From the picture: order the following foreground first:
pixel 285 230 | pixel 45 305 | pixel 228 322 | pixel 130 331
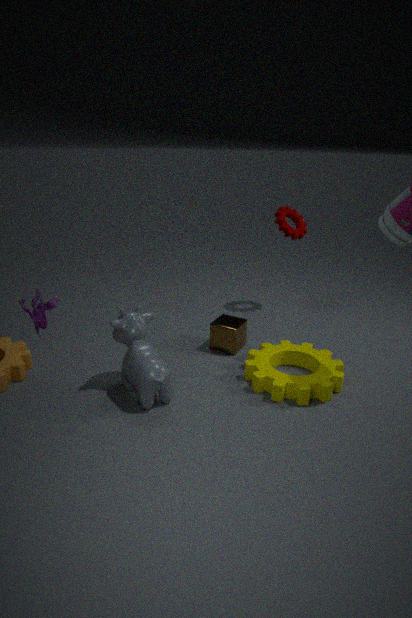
pixel 45 305 < pixel 130 331 < pixel 228 322 < pixel 285 230
